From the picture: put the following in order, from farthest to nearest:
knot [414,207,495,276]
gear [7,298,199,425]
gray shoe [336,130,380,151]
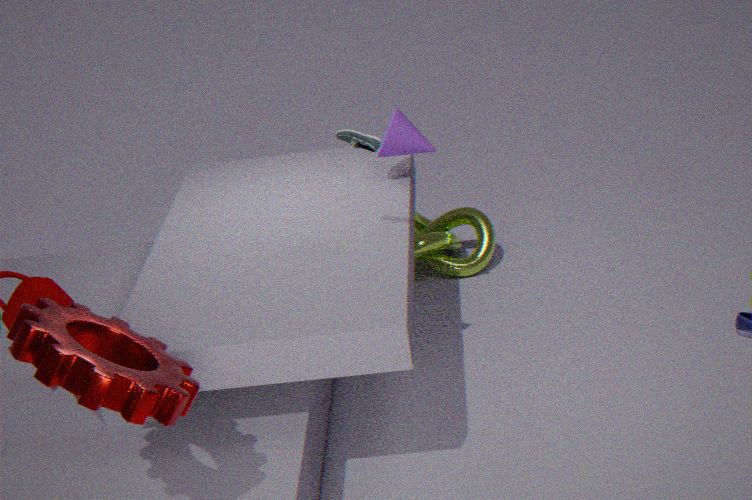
knot [414,207,495,276] → gray shoe [336,130,380,151] → gear [7,298,199,425]
